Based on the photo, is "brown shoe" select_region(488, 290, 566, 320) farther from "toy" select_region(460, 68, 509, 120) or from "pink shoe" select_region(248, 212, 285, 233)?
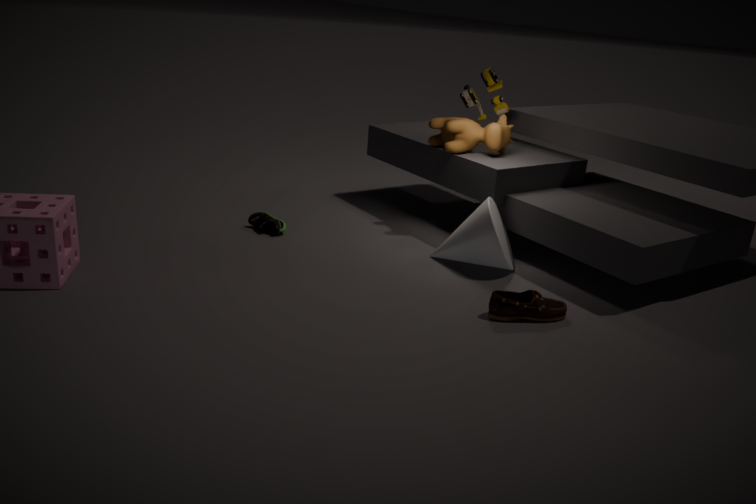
"toy" select_region(460, 68, 509, 120)
